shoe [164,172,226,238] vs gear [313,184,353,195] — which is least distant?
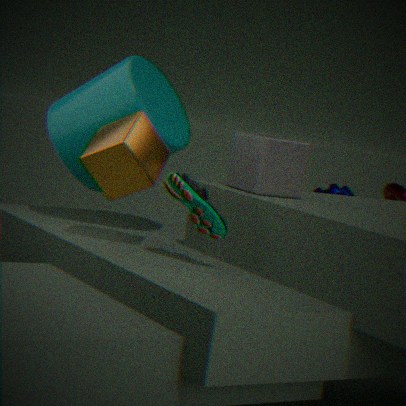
shoe [164,172,226,238]
